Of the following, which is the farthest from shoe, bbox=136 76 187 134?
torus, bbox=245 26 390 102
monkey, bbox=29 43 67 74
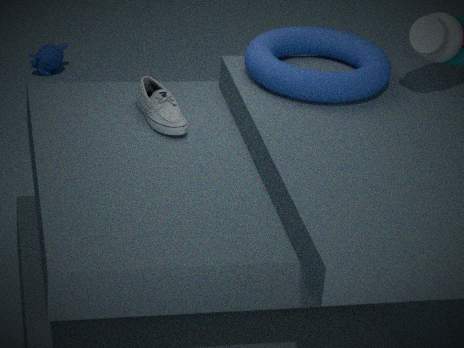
monkey, bbox=29 43 67 74
